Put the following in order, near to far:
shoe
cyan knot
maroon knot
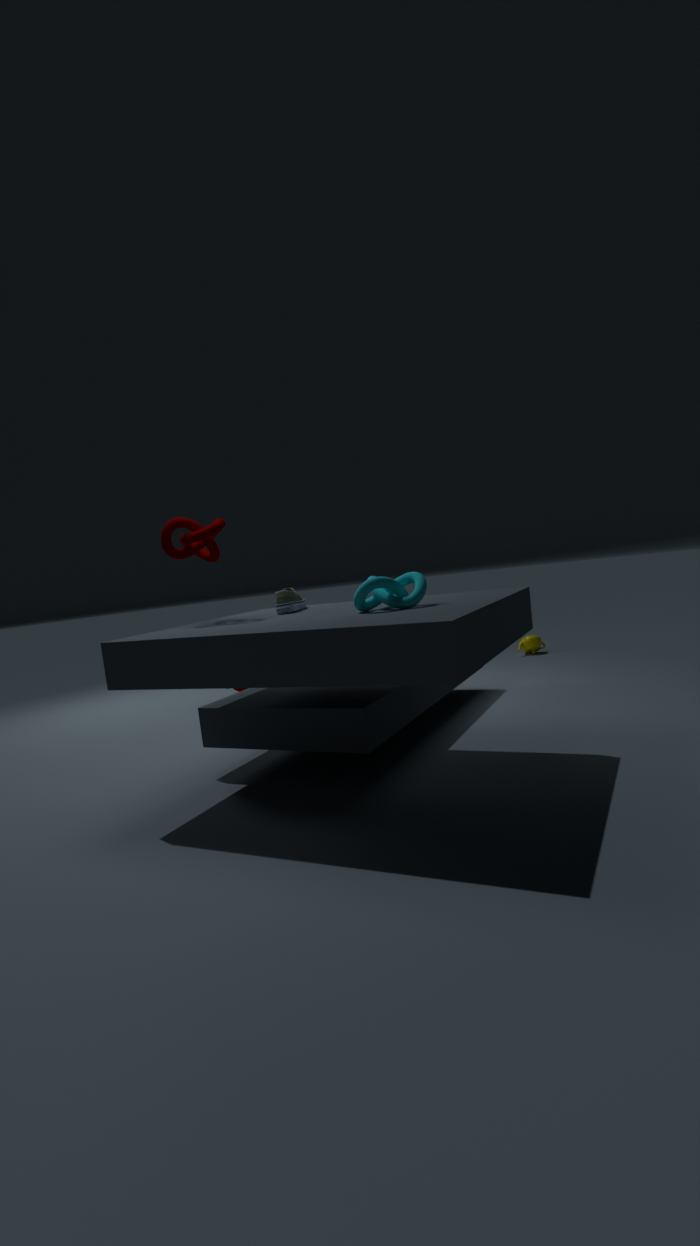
cyan knot → maroon knot → shoe
